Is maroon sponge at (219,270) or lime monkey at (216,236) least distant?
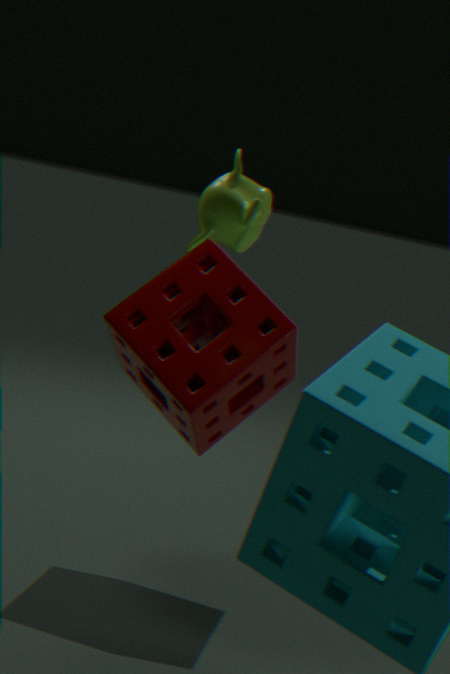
lime monkey at (216,236)
